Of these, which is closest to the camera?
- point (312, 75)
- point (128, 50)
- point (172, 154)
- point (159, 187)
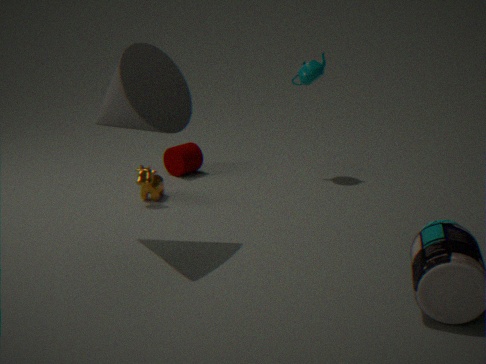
point (128, 50)
